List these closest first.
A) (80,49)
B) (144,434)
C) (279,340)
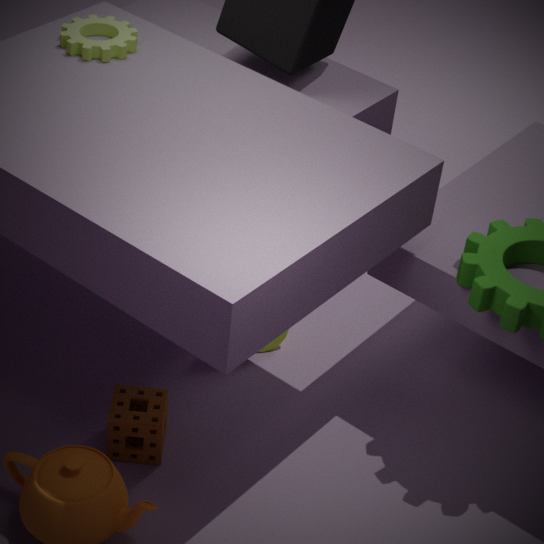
(144,434) → (80,49) → (279,340)
